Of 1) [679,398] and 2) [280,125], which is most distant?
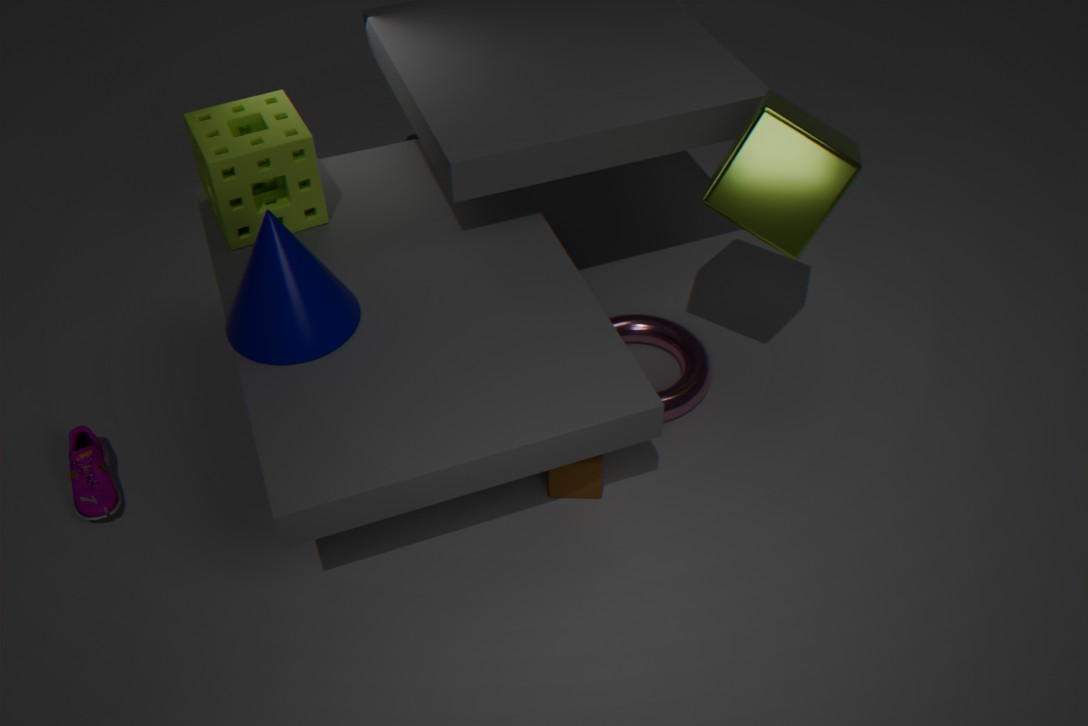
1. [679,398]
